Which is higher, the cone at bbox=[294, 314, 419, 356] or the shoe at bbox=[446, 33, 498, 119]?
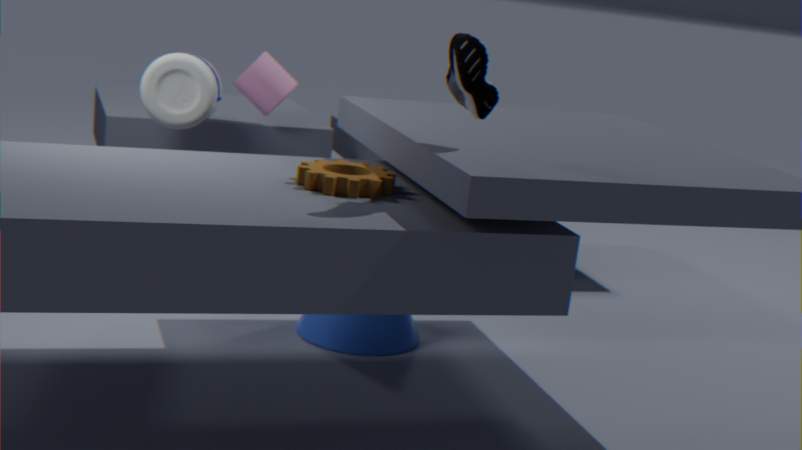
the shoe at bbox=[446, 33, 498, 119]
